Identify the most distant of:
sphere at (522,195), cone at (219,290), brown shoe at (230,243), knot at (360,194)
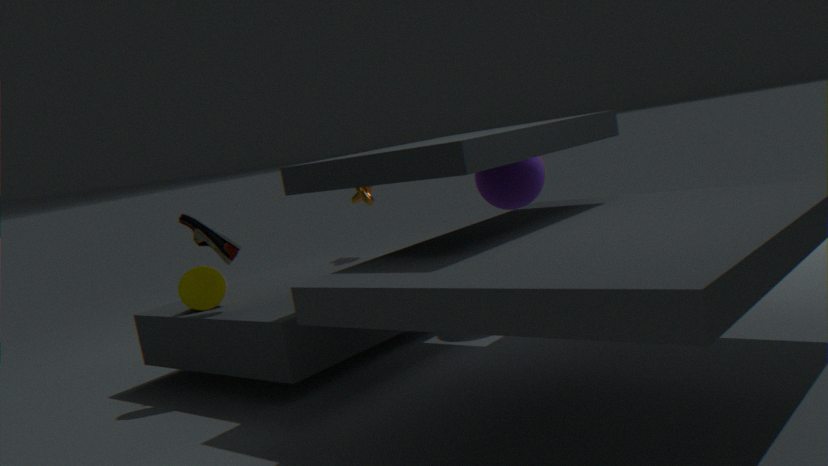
knot at (360,194)
